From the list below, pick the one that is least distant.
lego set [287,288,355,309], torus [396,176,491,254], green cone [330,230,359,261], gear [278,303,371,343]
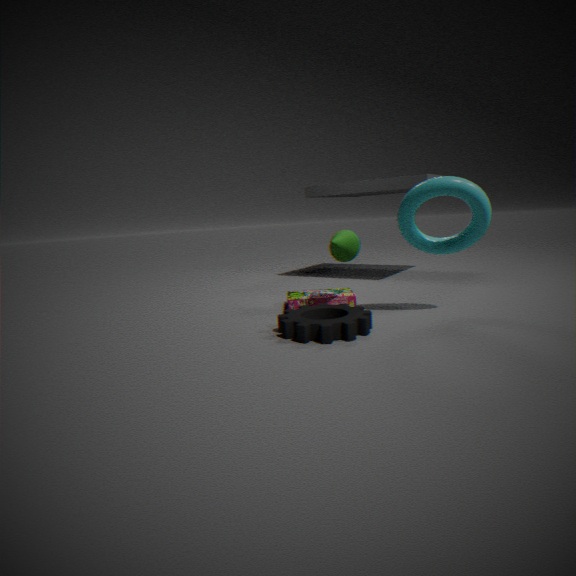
gear [278,303,371,343]
